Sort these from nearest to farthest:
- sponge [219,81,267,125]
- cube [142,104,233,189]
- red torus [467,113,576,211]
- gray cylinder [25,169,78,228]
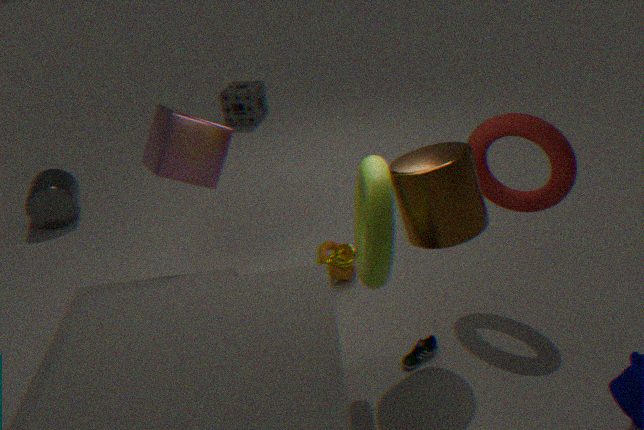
1. red torus [467,113,576,211]
2. cube [142,104,233,189]
3. gray cylinder [25,169,78,228]
4. sponge [219,81,267,125]
